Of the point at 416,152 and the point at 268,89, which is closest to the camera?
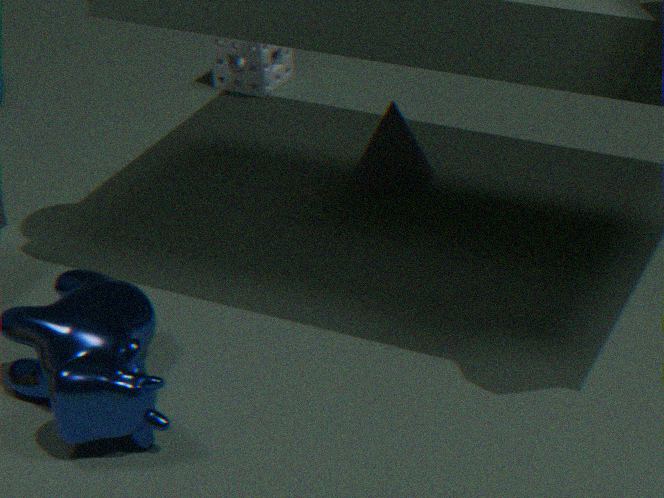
the point at 416,152
